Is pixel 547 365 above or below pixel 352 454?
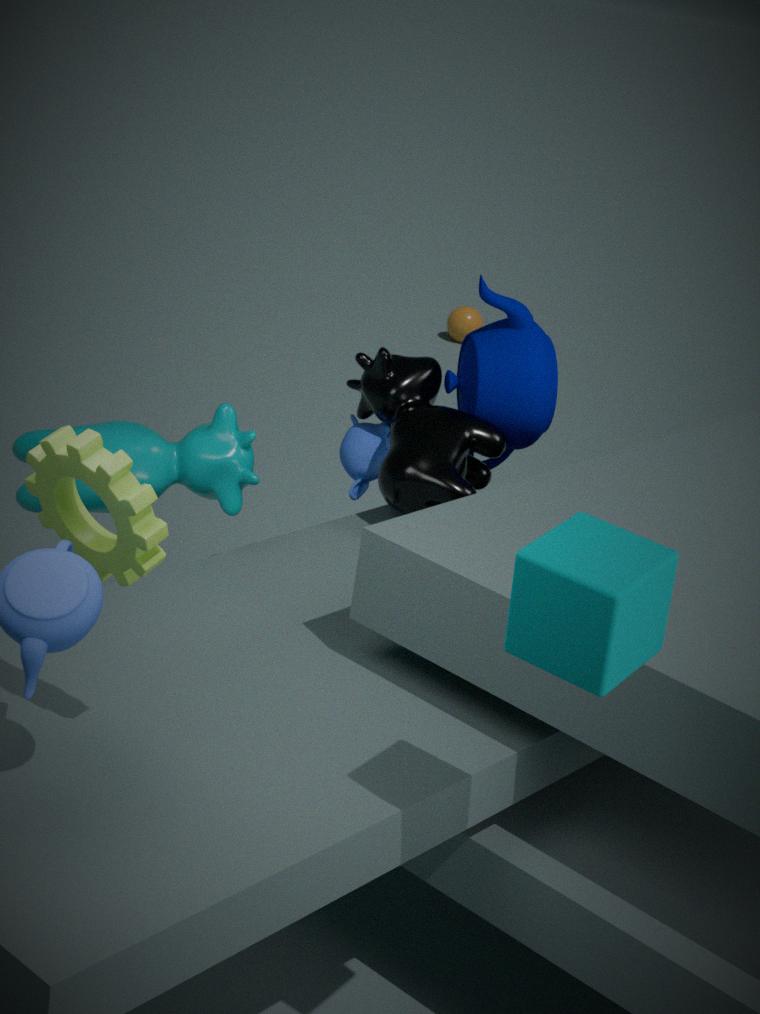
above
